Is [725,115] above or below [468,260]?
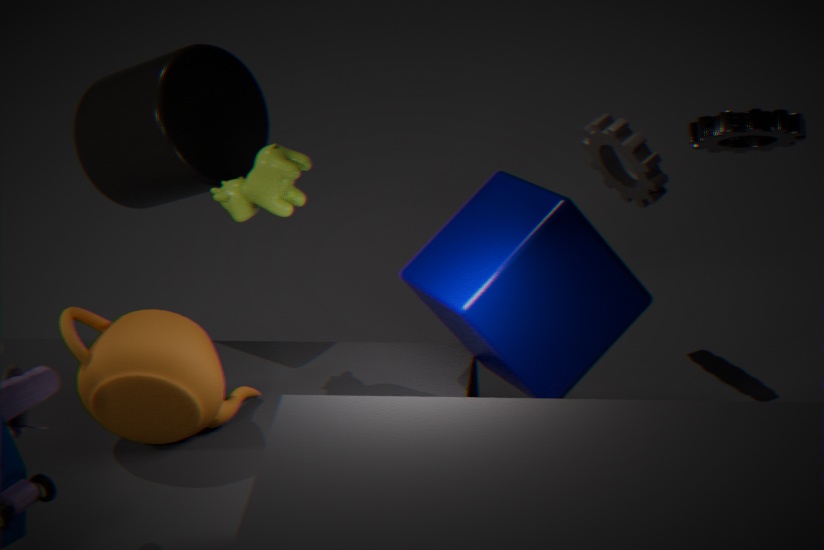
above
